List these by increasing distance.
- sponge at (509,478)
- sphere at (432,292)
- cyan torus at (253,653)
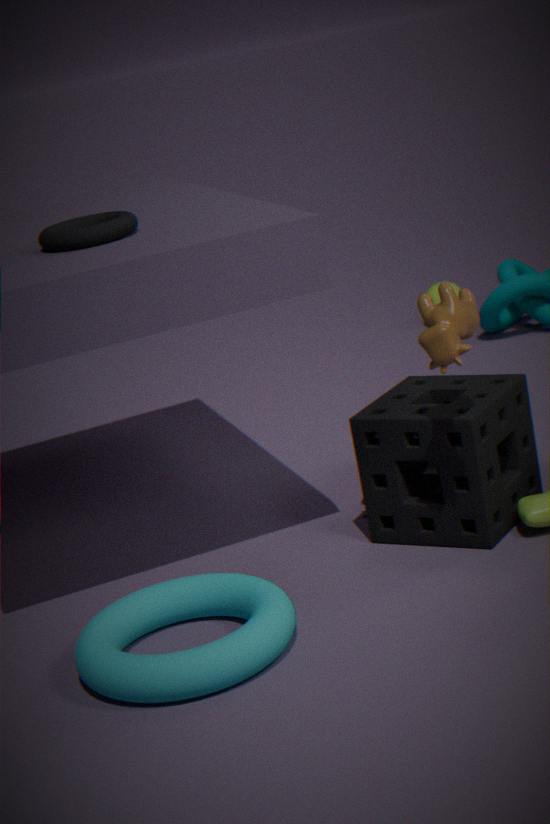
cyan torus at (253,653) < sponge at (509,478) < sphere at (432,292)
